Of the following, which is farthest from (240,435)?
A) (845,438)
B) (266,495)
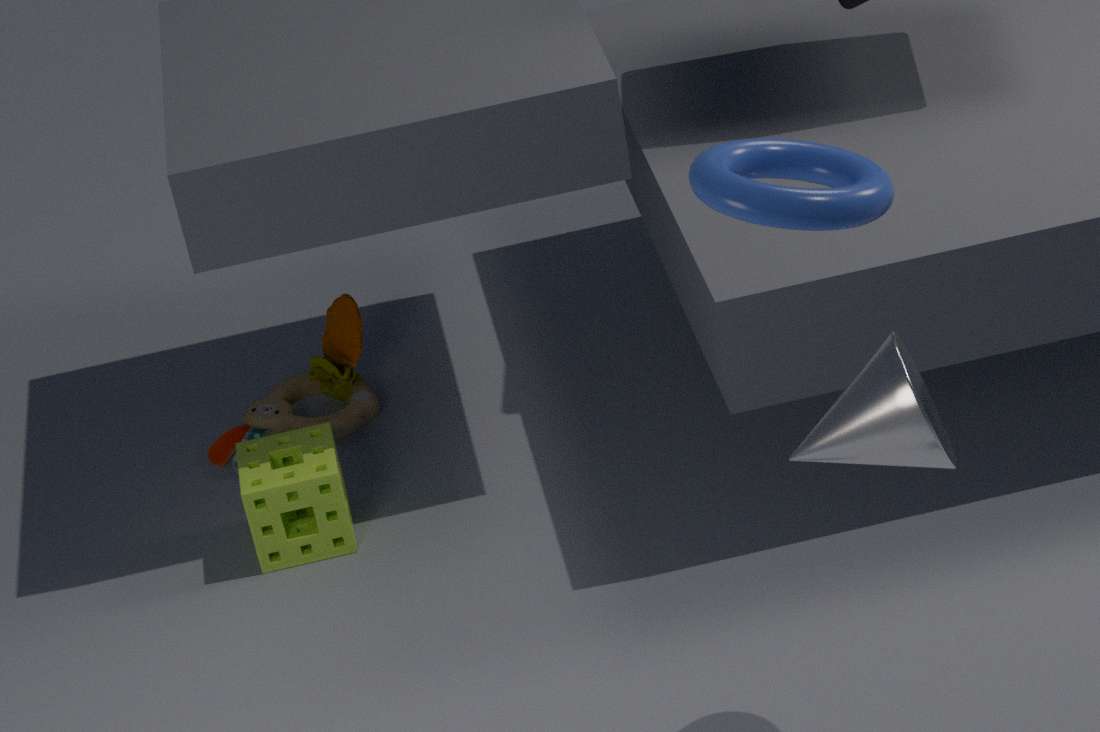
(845,438)
